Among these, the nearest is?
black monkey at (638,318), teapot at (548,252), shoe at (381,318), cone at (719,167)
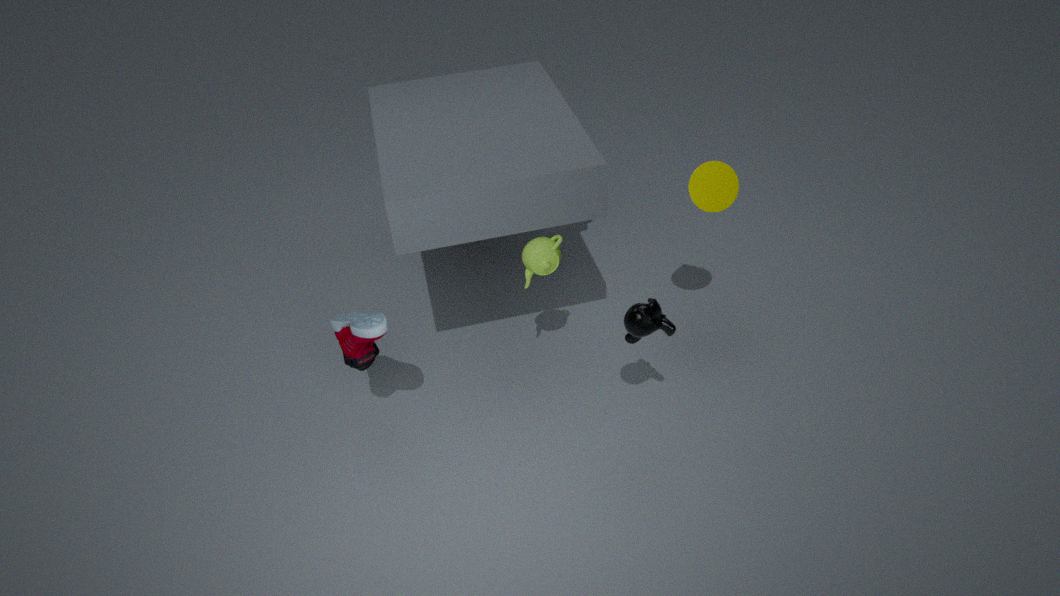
black monkey at (638,318)
